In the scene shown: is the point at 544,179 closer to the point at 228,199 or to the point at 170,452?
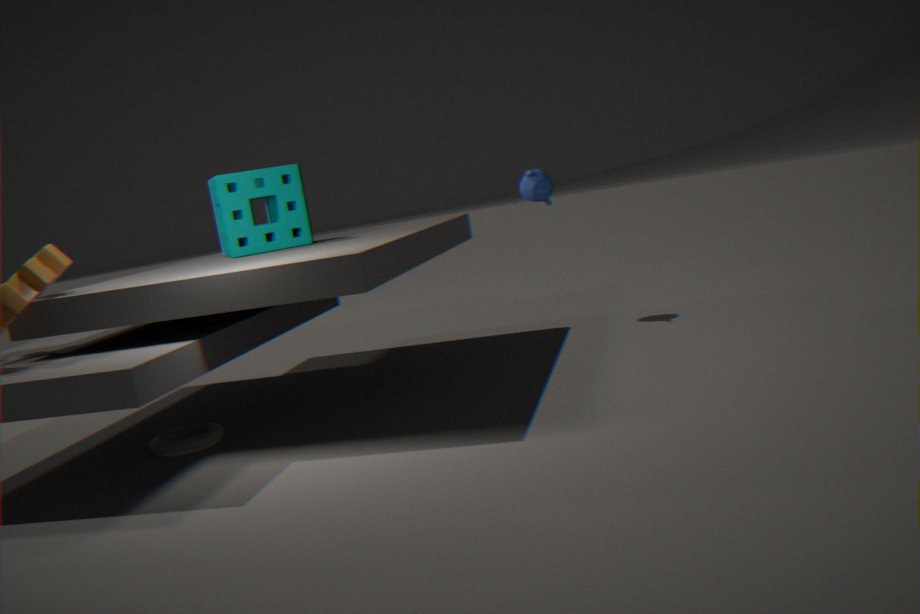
the point at 228,199
